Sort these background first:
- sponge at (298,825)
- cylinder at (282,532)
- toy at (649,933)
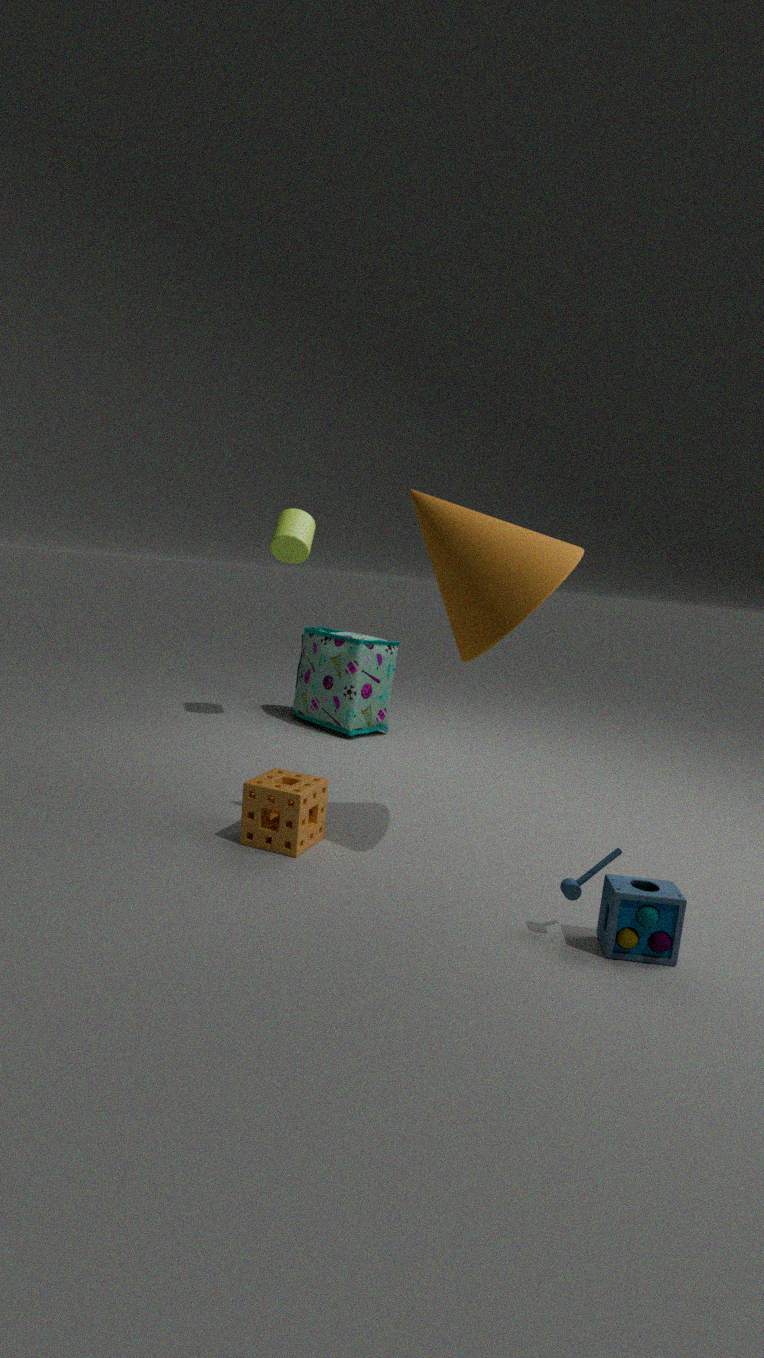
cylinder at (282,532) → sponge at (298,825) → toy at (649,933)
